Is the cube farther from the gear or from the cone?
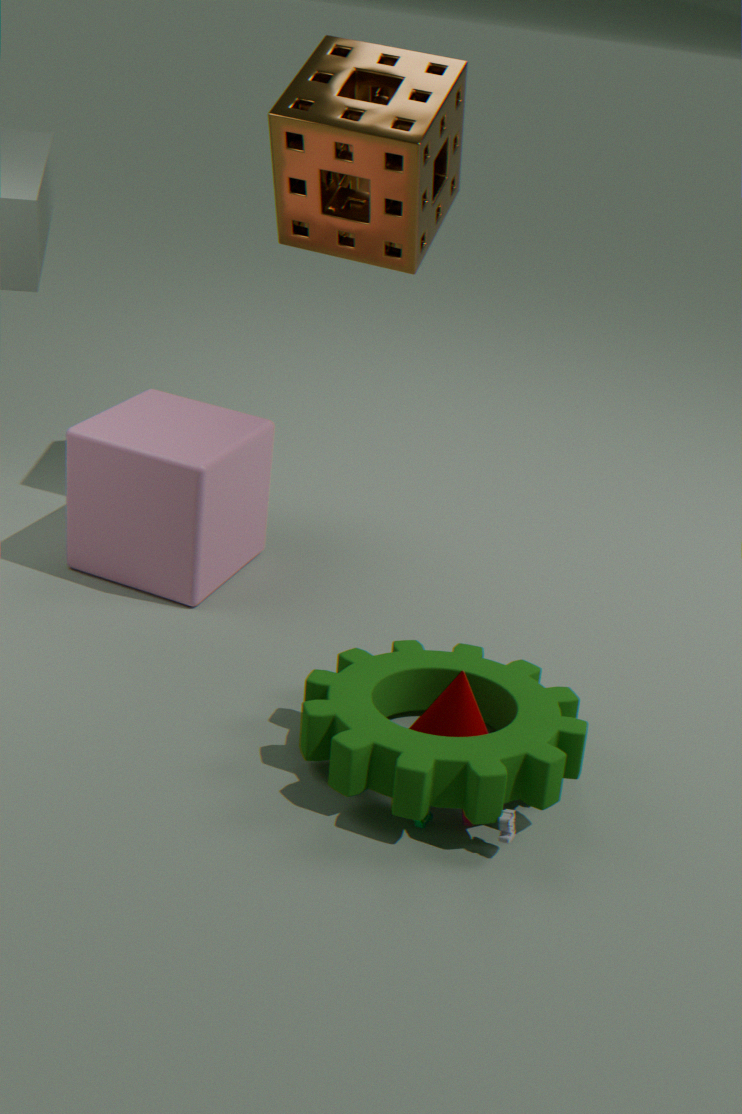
the cone
